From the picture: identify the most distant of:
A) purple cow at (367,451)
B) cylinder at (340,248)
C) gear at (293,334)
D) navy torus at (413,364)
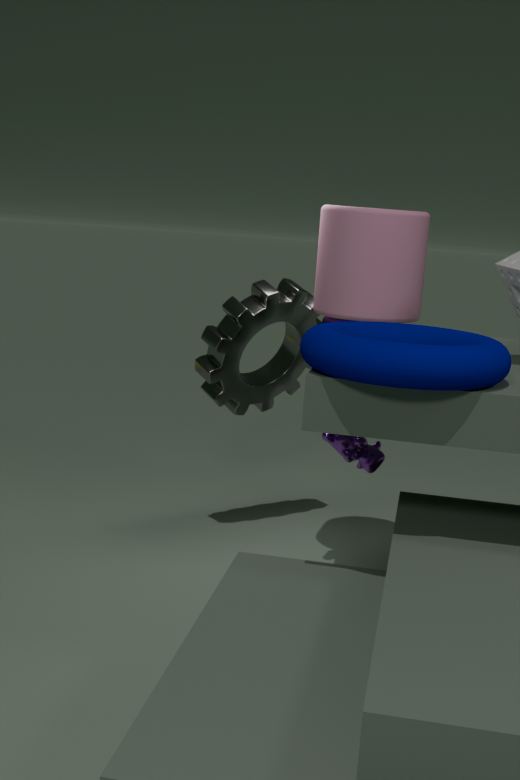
gear at (293,334)
